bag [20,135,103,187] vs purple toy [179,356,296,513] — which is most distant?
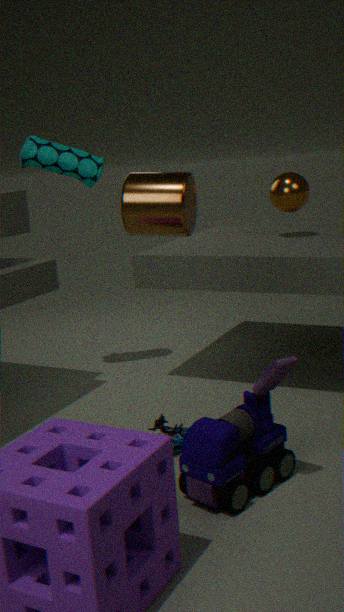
bag [20,135,103,187]
